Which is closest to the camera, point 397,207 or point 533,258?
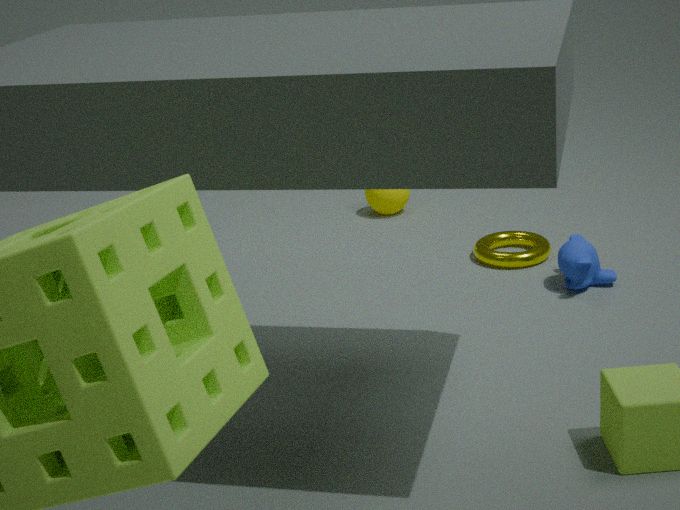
point 533,258
